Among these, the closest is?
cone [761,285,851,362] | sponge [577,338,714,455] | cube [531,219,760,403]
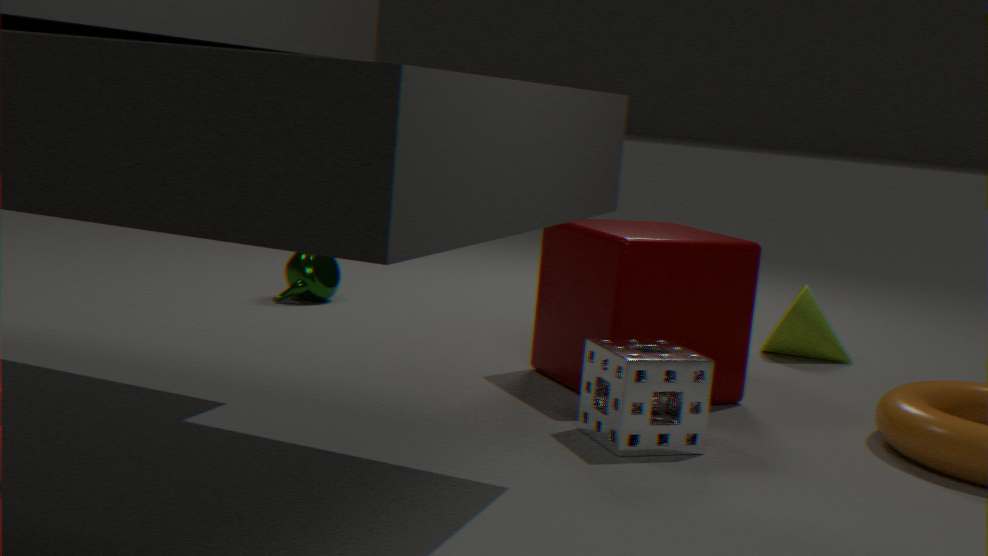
sponge [577,338,714,455]
